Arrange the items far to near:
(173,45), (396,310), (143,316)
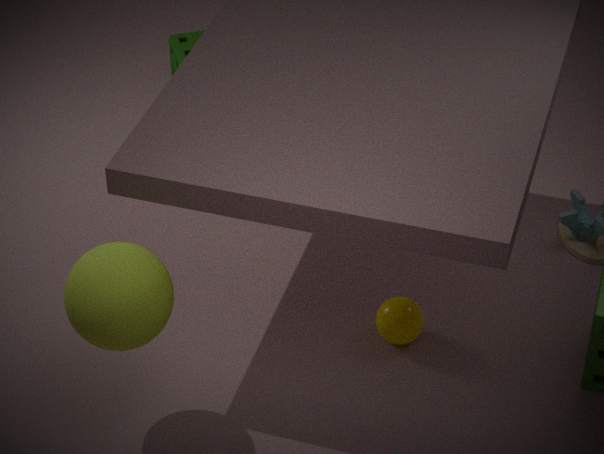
(173,45), (396,310), (143,316)
